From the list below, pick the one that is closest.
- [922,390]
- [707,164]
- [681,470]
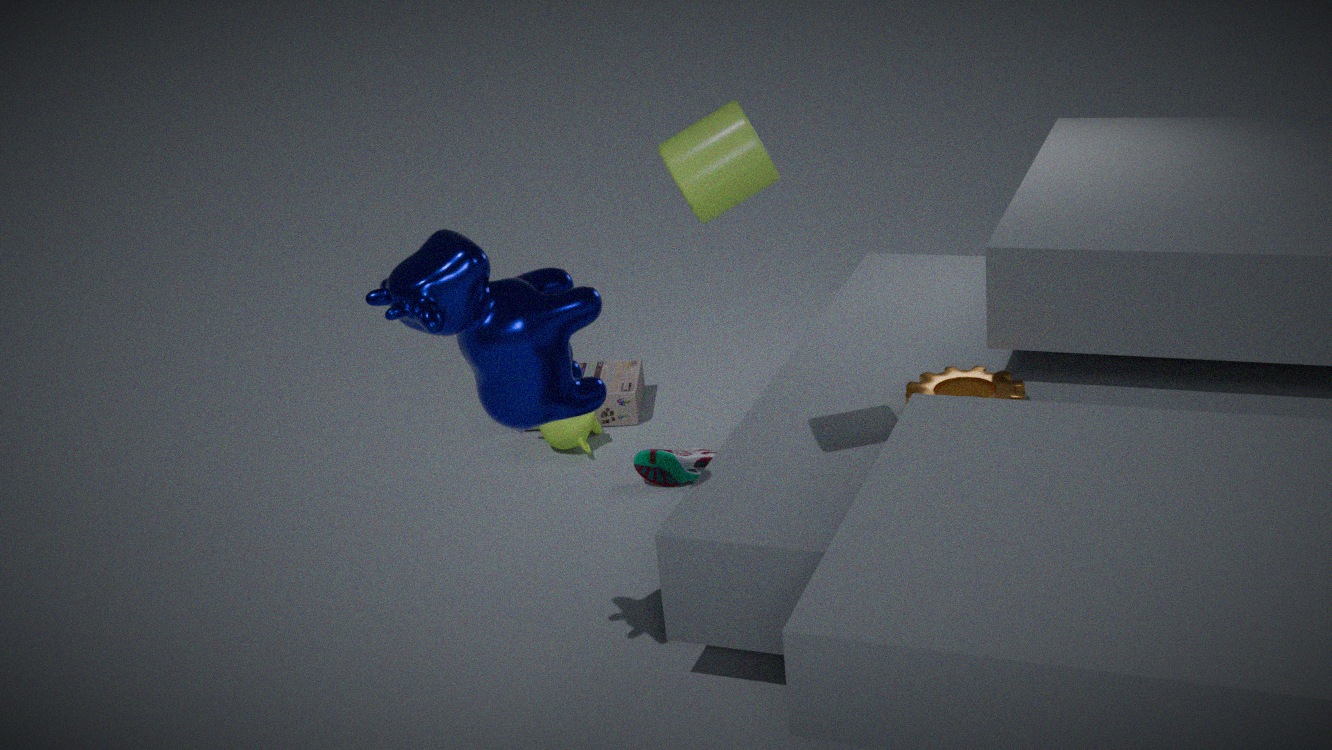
[707,164]
